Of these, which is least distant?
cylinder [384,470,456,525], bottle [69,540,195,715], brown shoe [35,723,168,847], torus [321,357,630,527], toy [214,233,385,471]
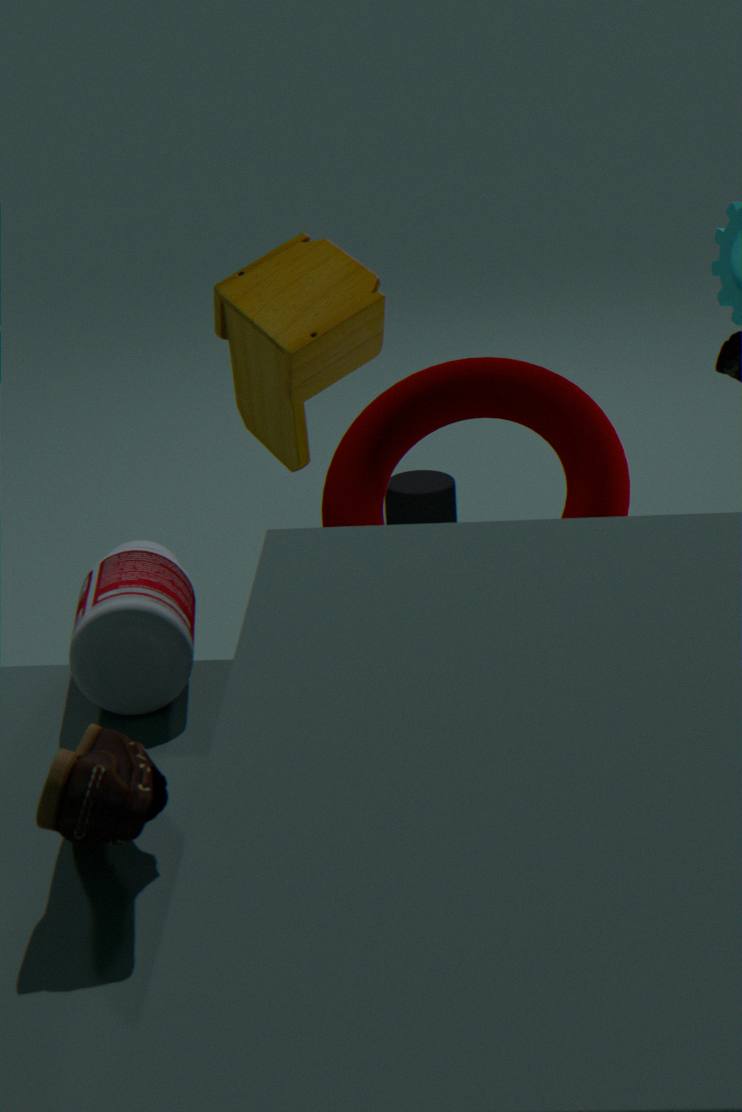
brown shoe [35,723,168,847]
